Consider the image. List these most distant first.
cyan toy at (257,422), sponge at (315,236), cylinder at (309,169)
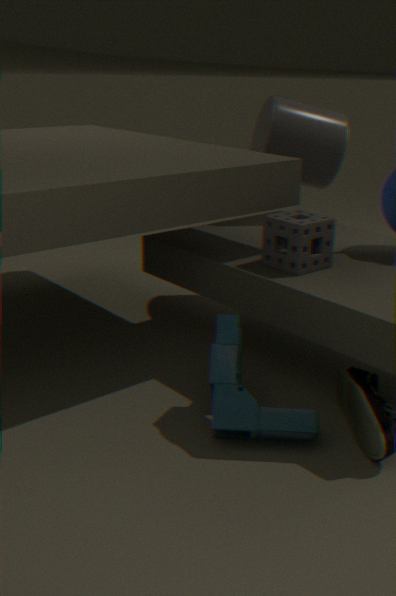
cylinder at (309,169) → sponge at (315,236) → cyan toy at (257,422)
